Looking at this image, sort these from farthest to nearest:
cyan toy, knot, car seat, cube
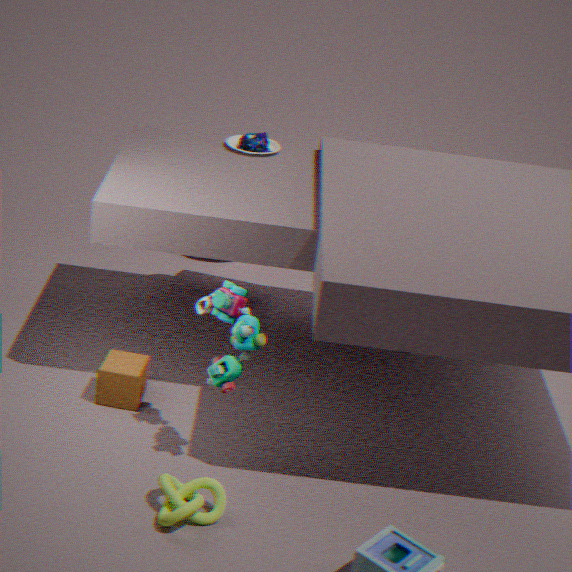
car seat → cube → cyan toy → knot
